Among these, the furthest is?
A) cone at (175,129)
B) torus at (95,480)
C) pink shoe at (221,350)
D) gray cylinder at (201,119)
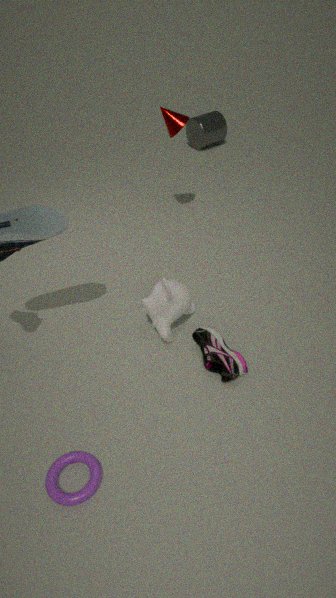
gray cylinder at (201,119)
